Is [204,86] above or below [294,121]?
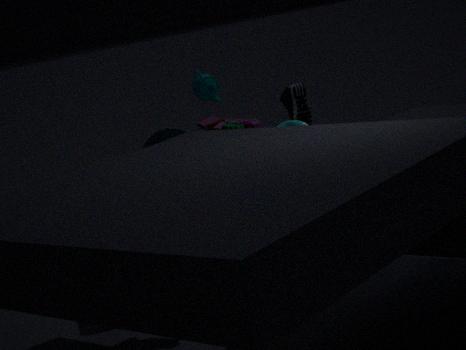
above
